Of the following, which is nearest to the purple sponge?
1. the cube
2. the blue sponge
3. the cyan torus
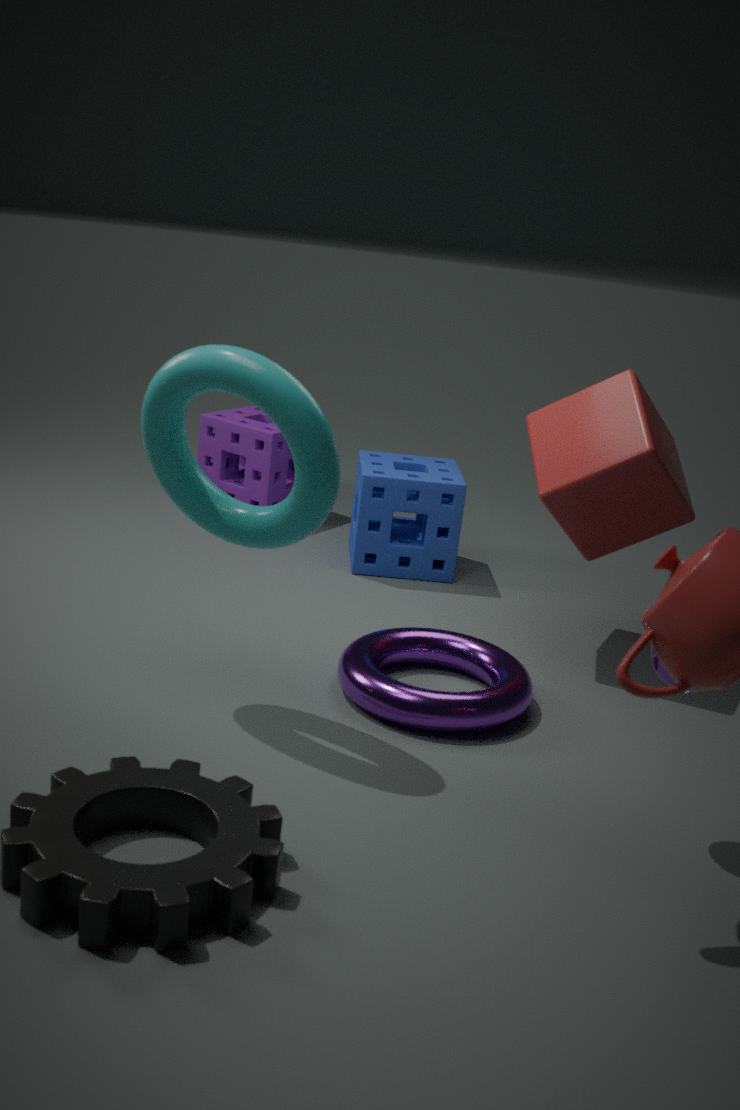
the blue sponge
